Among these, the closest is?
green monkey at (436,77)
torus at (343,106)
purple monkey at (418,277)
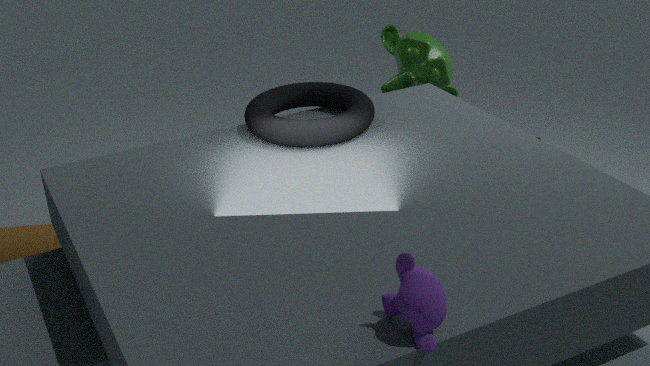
purple monkey at (418,277)
